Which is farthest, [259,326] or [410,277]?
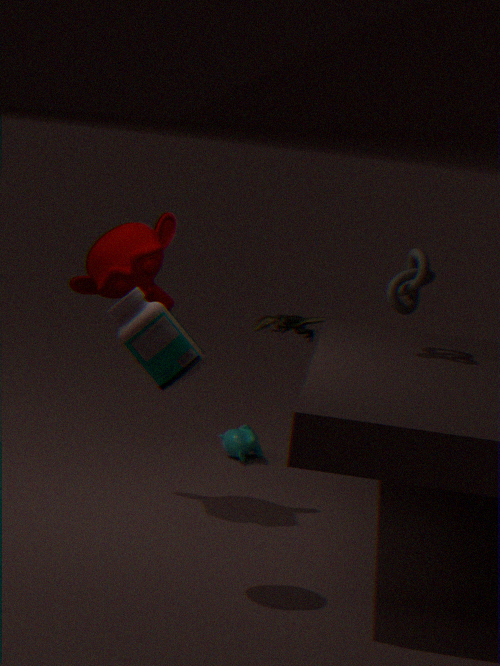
[259,326]
